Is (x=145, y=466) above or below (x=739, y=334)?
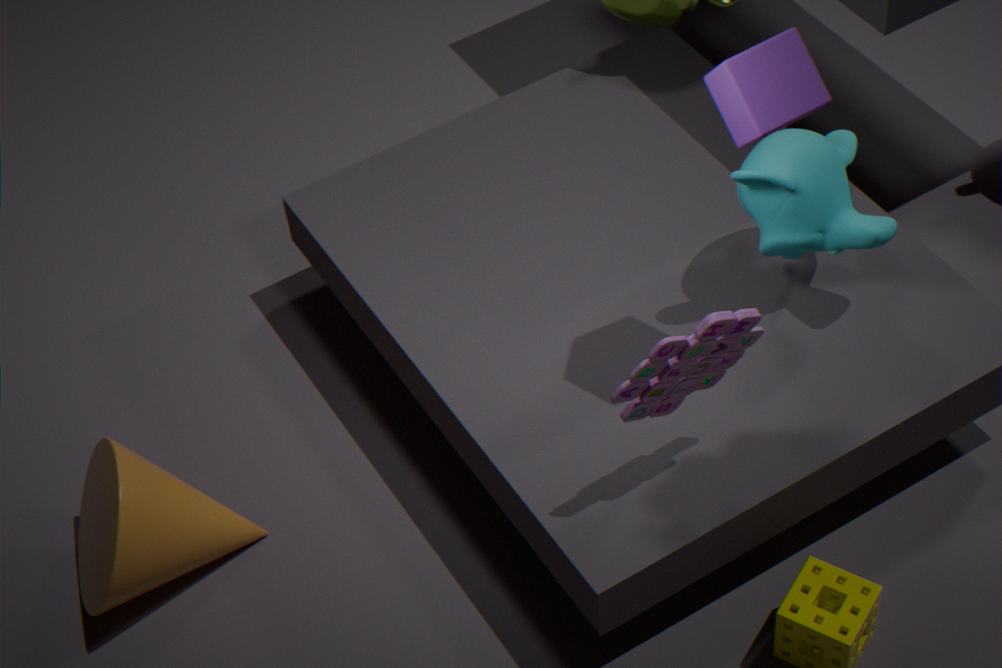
below
